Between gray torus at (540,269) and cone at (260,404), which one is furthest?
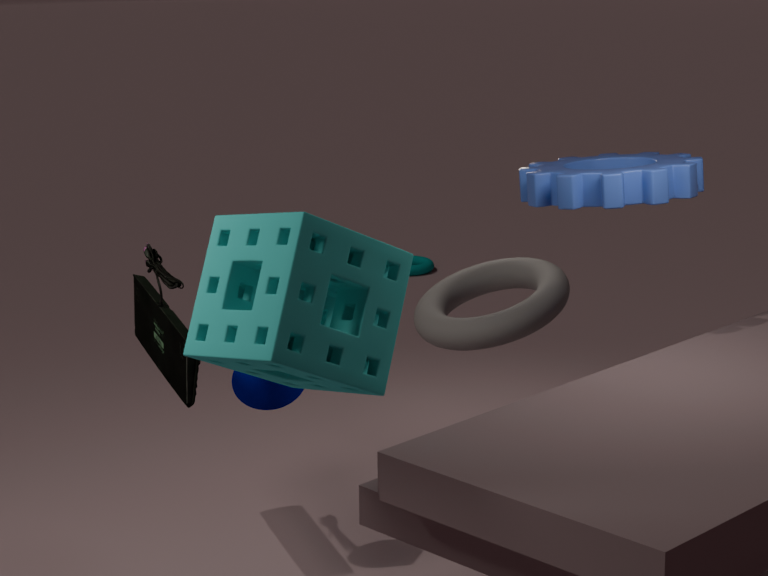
gray torus at (540,269)
